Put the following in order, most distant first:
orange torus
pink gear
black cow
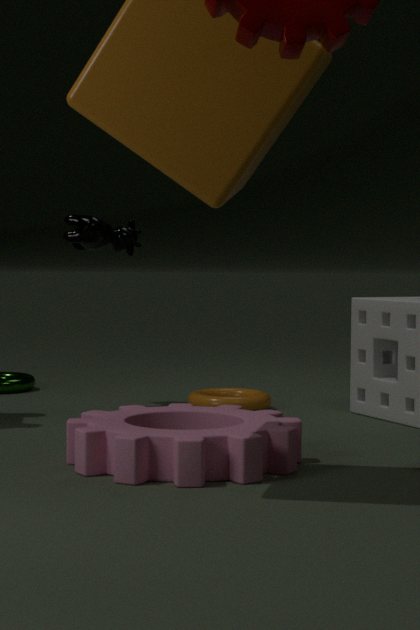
1. black cow
2. orange torus
3. pink gear
